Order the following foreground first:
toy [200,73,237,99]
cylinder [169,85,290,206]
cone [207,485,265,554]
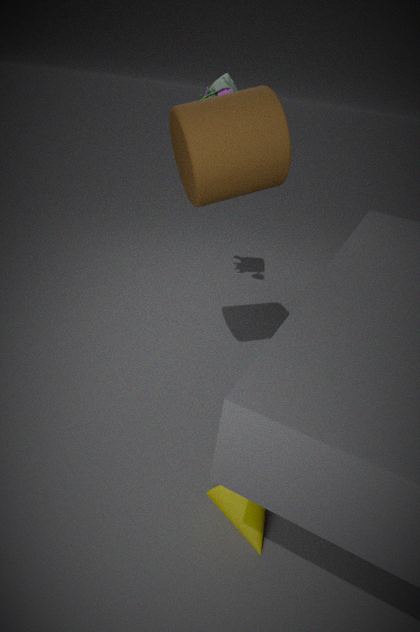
cone [207,485,265,554] < cylinder [169,85,290,206] < toy [200,73,237,99]
